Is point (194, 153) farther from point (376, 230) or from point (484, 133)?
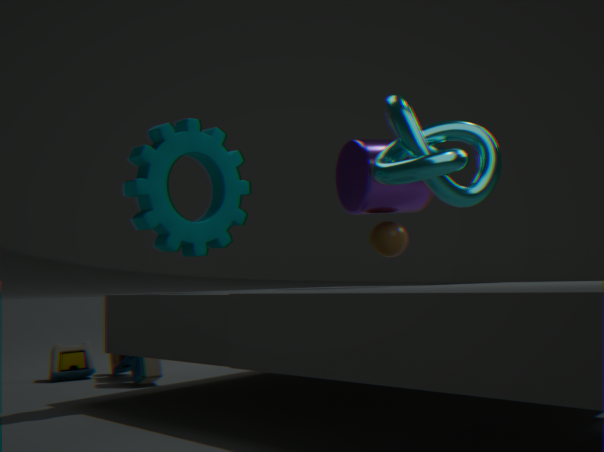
point (376, 230)
